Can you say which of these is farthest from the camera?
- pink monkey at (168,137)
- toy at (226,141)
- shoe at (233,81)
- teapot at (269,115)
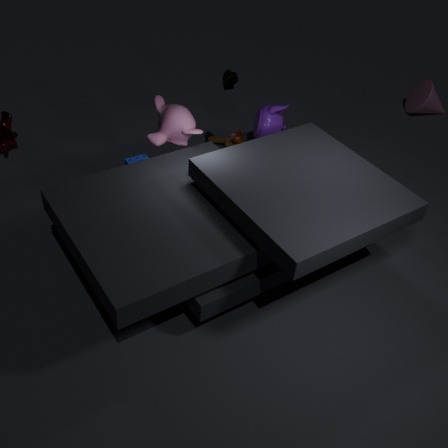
toy at (226,141)
